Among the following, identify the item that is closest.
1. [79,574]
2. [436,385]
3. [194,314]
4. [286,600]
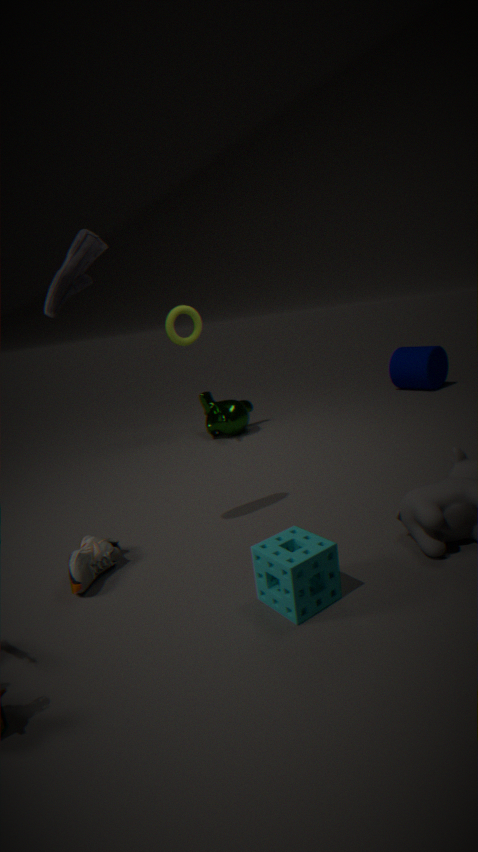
[286,600]
